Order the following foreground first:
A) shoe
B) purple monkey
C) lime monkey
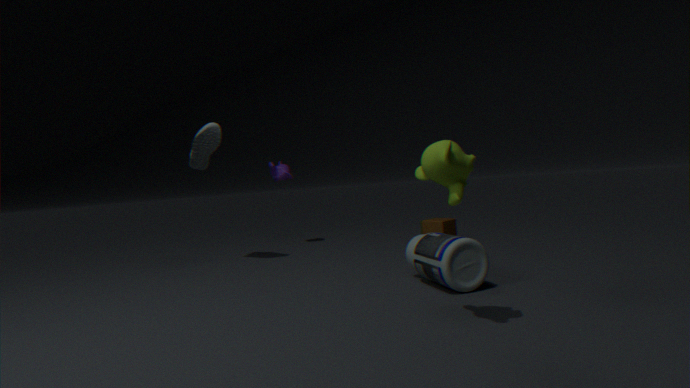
lime monkey, shoe, purple monkey
